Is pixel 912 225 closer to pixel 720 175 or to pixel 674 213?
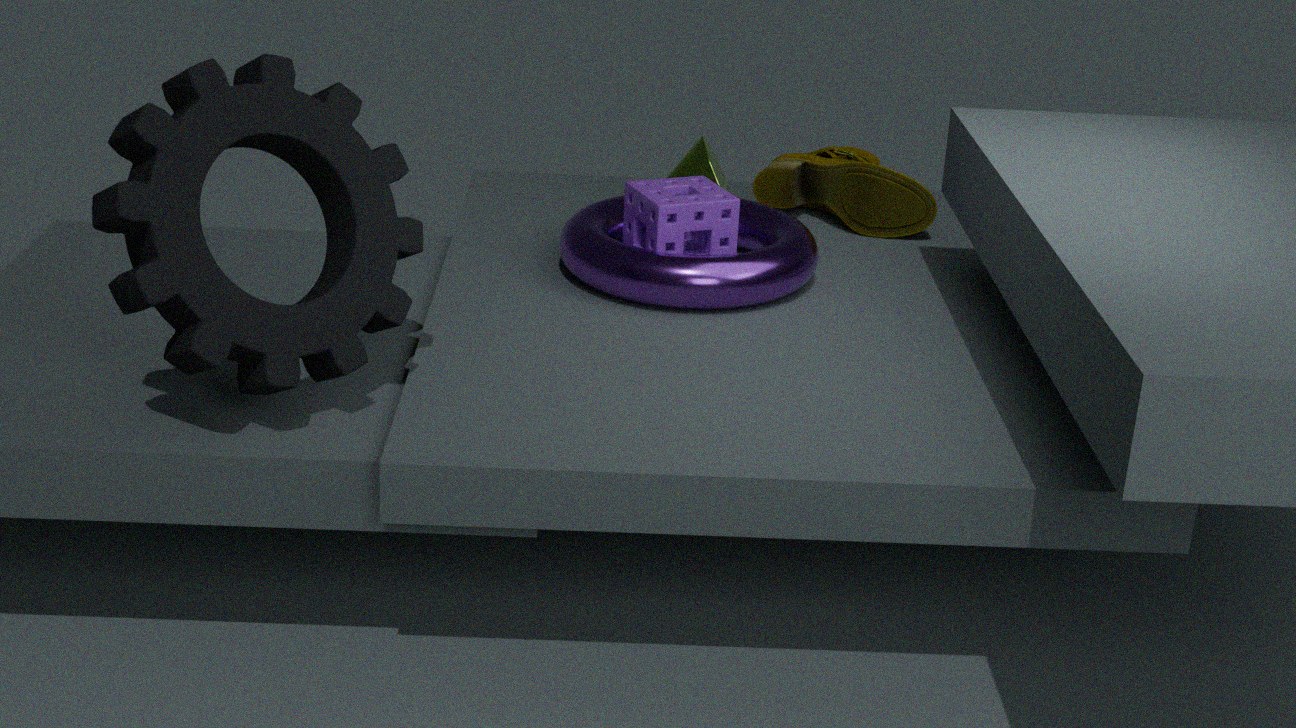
pixel 720 175
